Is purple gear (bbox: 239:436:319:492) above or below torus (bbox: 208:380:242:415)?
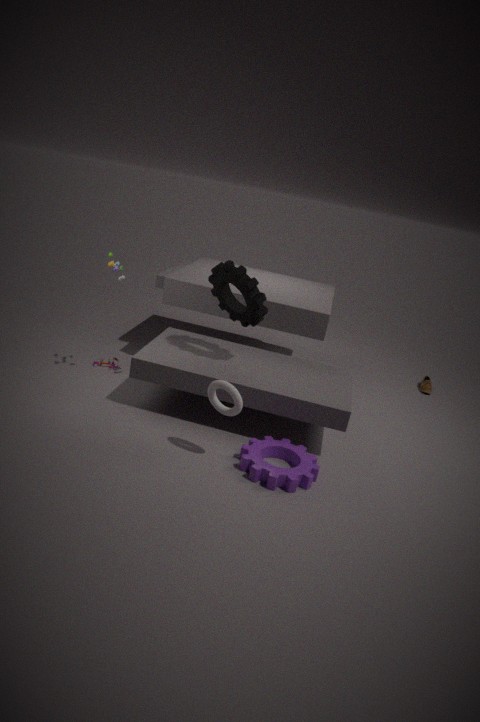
below
